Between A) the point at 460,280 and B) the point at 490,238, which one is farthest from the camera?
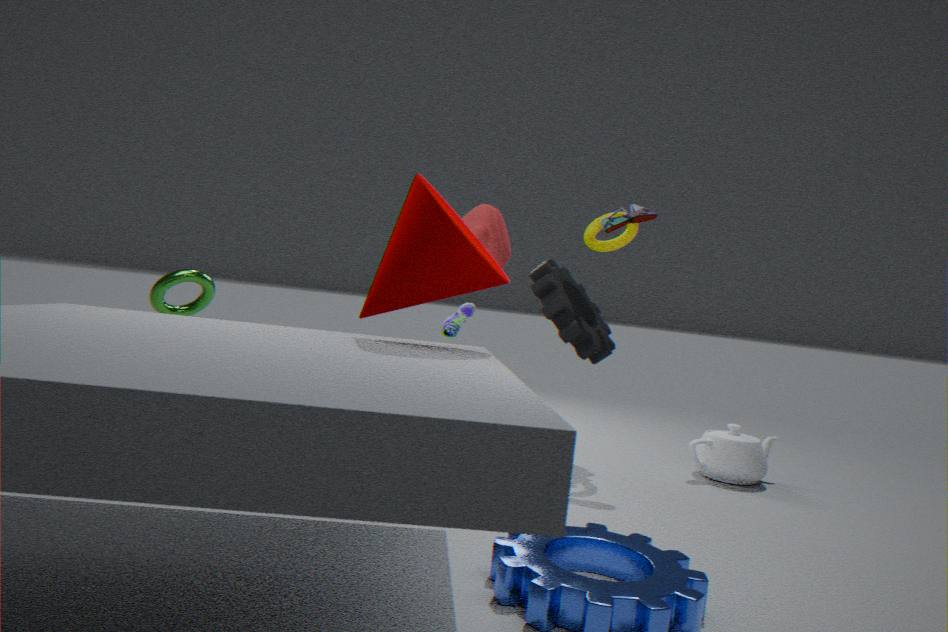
B. the point at 490,238
